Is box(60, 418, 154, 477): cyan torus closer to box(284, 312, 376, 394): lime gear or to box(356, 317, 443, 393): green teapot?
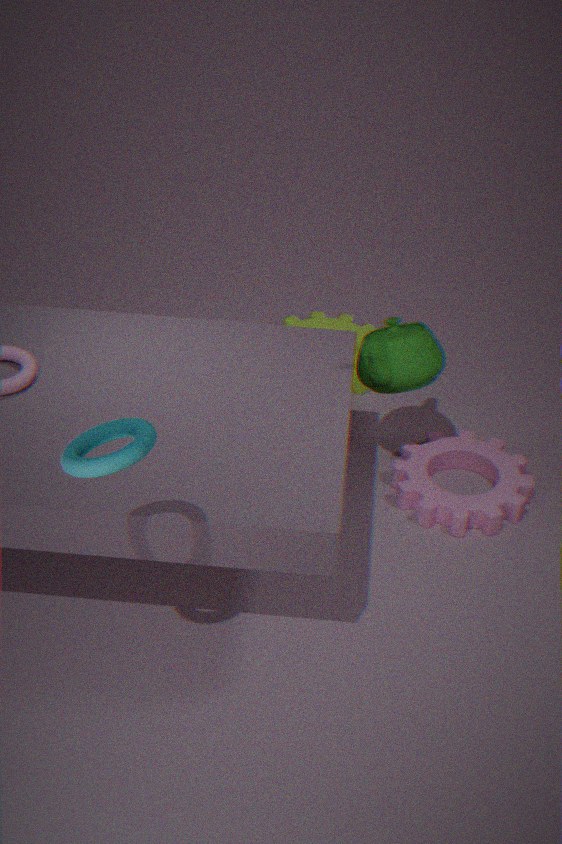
box(356, 317, 443, 393): green teapot
